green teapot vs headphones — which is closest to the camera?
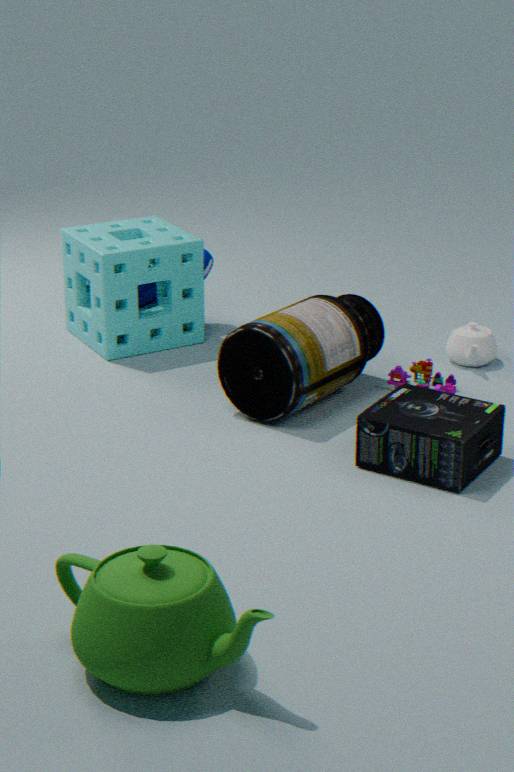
green teapot
